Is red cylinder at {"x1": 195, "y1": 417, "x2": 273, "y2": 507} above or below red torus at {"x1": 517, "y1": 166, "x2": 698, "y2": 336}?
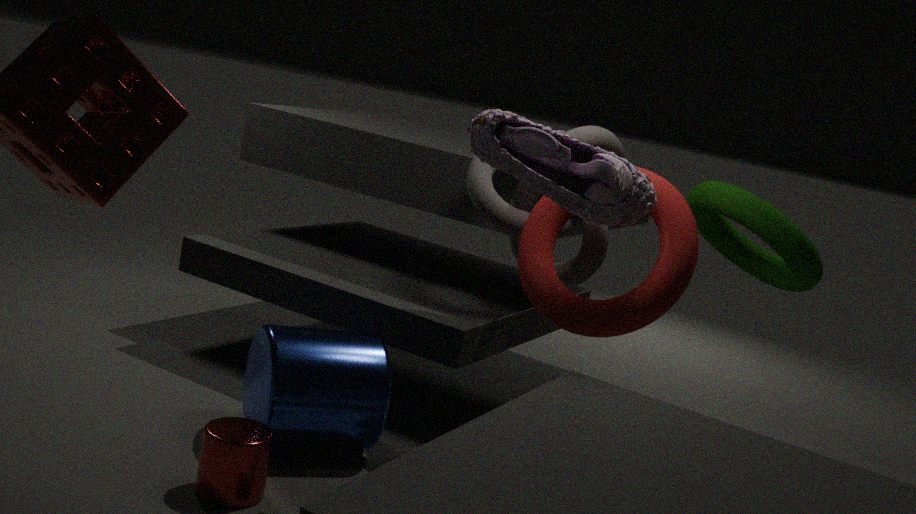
below
